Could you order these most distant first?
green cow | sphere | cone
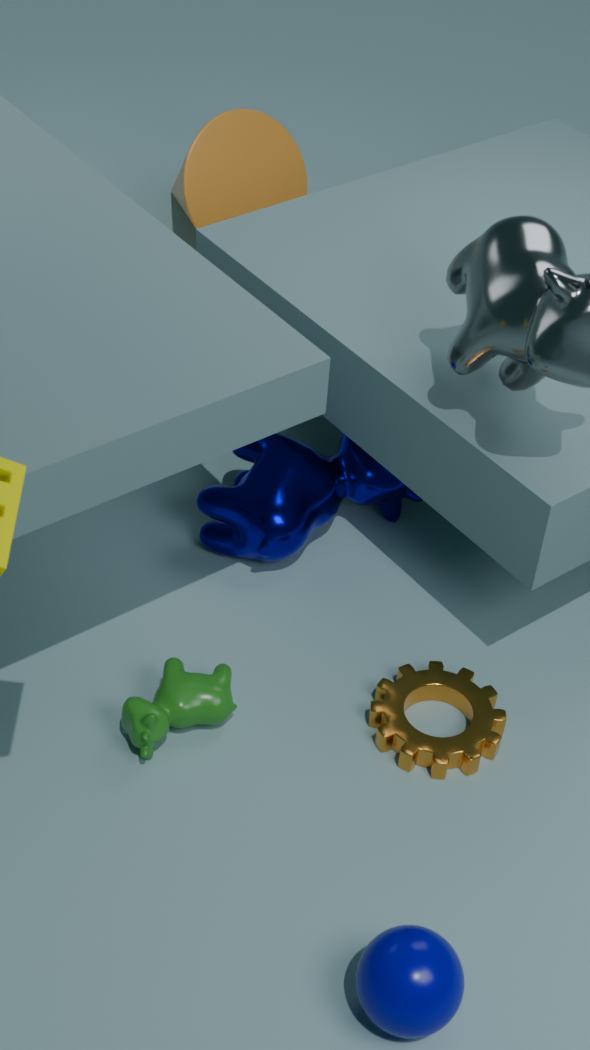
cone < green cow < sphere
